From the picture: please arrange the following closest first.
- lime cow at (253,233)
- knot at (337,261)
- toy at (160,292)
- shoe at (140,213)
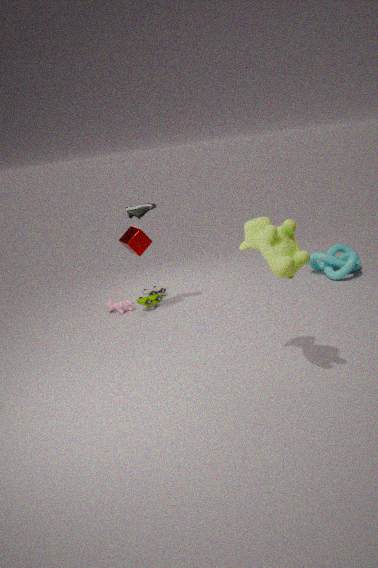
lime cow at (253,233) < shoe at (140,213) < toy at (160,292) < knot at (337,261)
